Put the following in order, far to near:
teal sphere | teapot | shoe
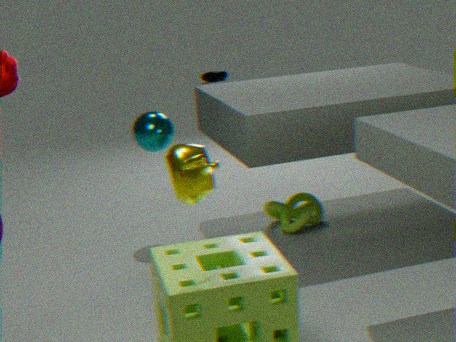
shoe, teal sphere, teapot
